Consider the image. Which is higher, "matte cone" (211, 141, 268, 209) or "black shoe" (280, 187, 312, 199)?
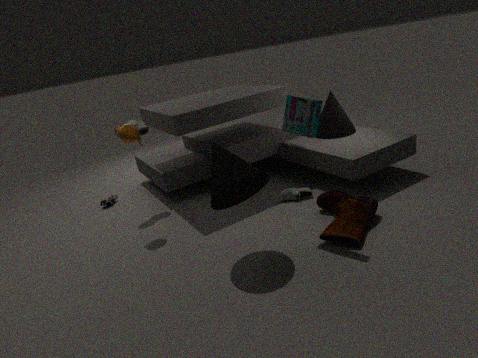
"matte cone" (211, 141, 268, 209)
